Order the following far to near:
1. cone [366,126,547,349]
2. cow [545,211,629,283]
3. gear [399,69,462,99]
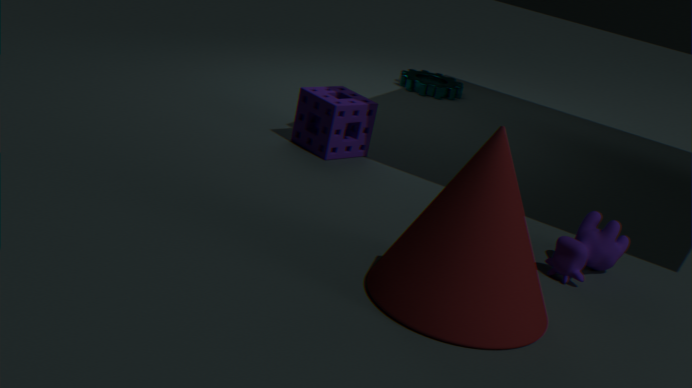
gear [399,69,462,99] → cow [545,211,629,283] → cone [366,126,547,349]
